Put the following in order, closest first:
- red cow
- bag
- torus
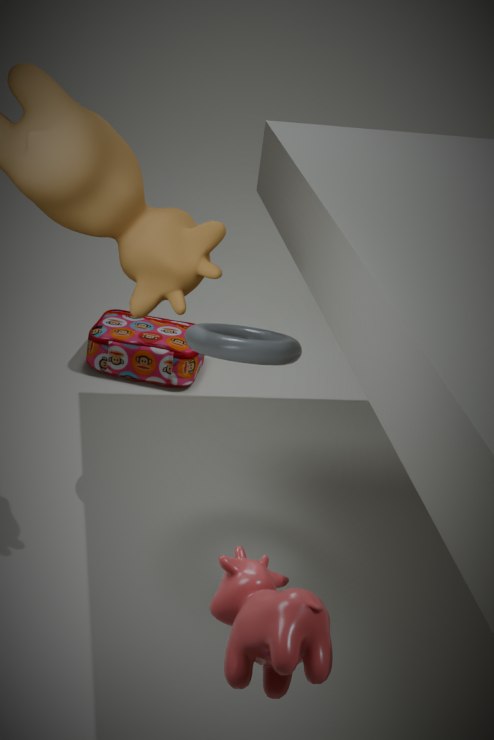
1. red cow
2. torus
3. bag
